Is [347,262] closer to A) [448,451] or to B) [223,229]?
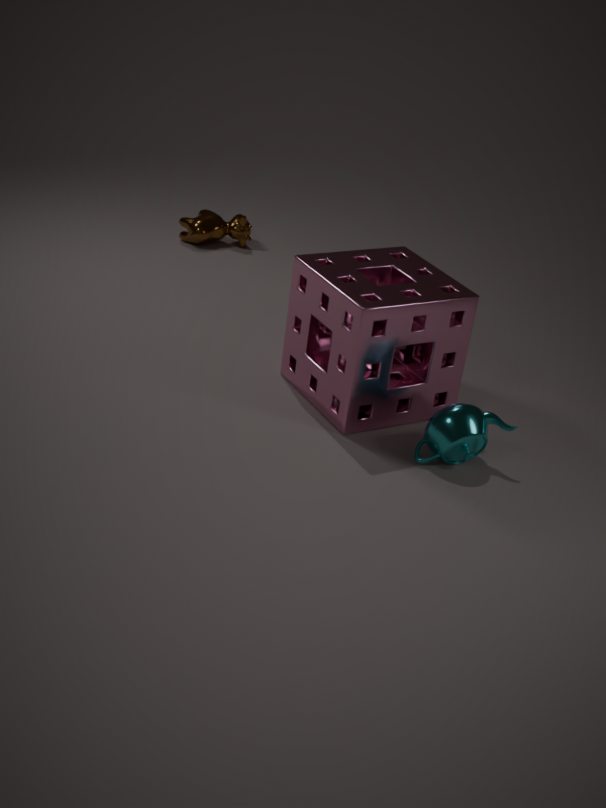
A) [448,451]
